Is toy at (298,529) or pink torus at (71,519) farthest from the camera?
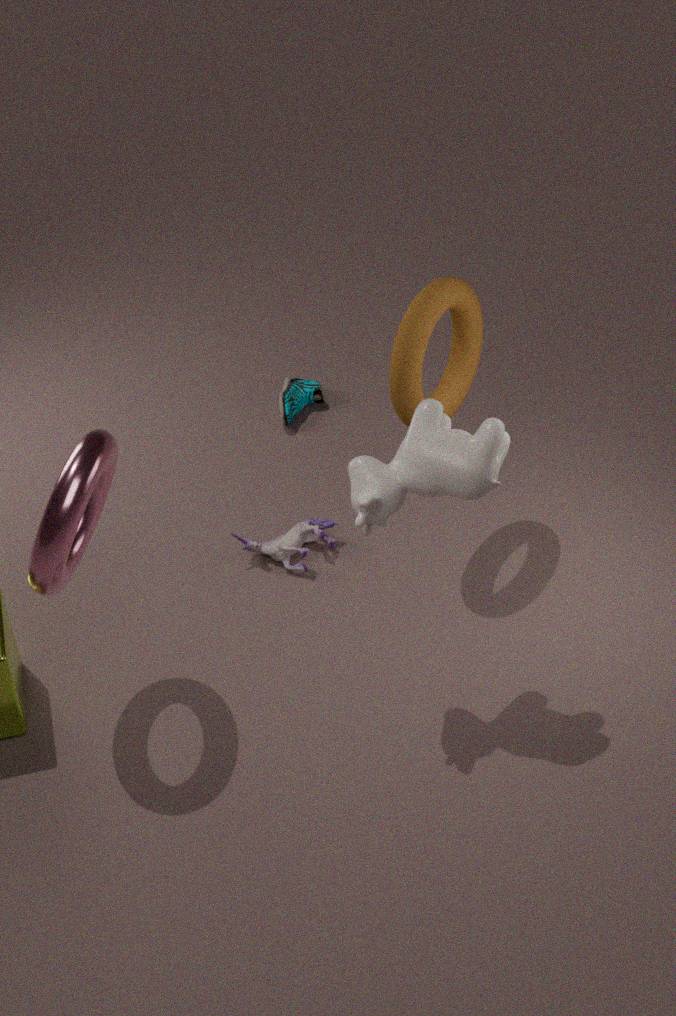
toy at (298,529)
